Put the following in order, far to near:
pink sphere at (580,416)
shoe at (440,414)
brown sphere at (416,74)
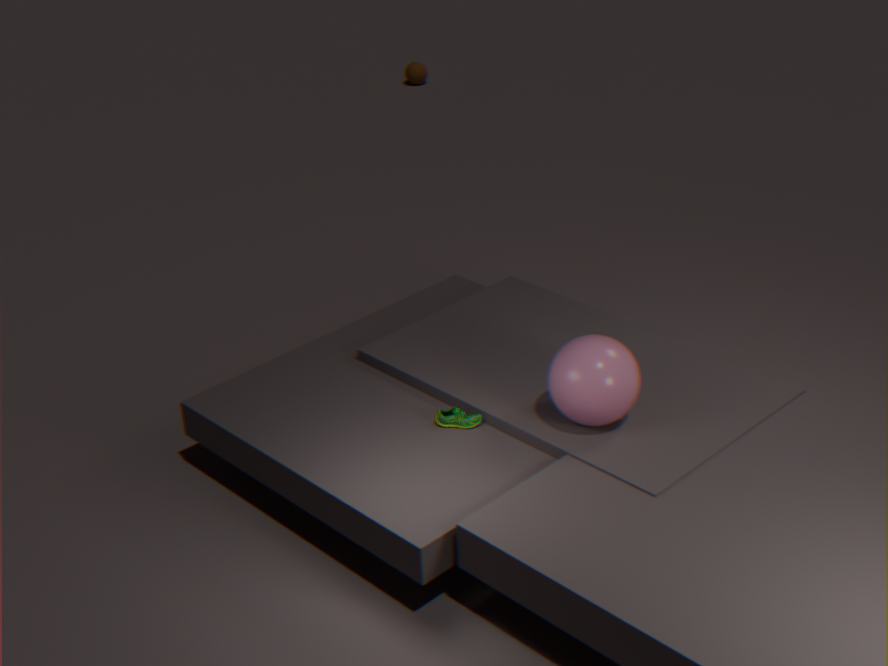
brown sphere at (416,74)
shoe at (440,414)
pink sphere at (580,416)
